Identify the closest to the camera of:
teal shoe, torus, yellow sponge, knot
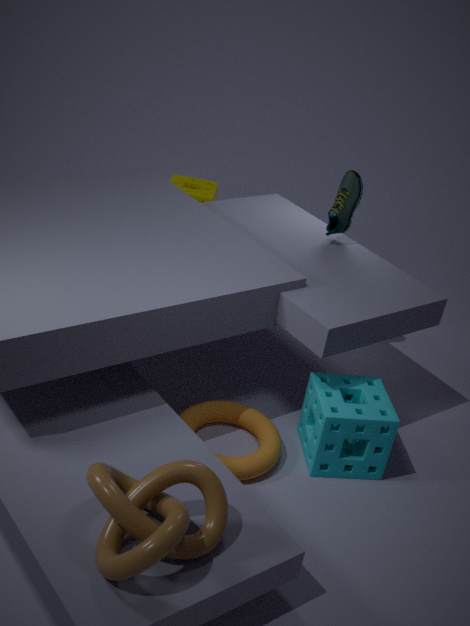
knot
